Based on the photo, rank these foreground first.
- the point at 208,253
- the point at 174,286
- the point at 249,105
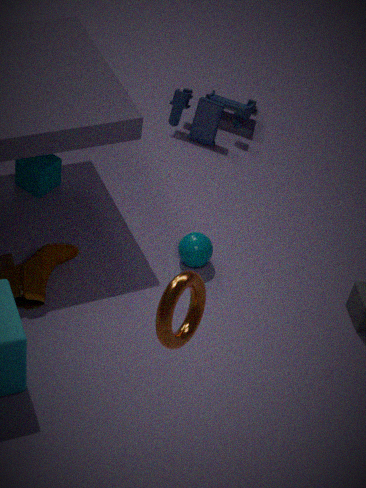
the point at 174,286 < the point at 208,253 < the point at 249,105
